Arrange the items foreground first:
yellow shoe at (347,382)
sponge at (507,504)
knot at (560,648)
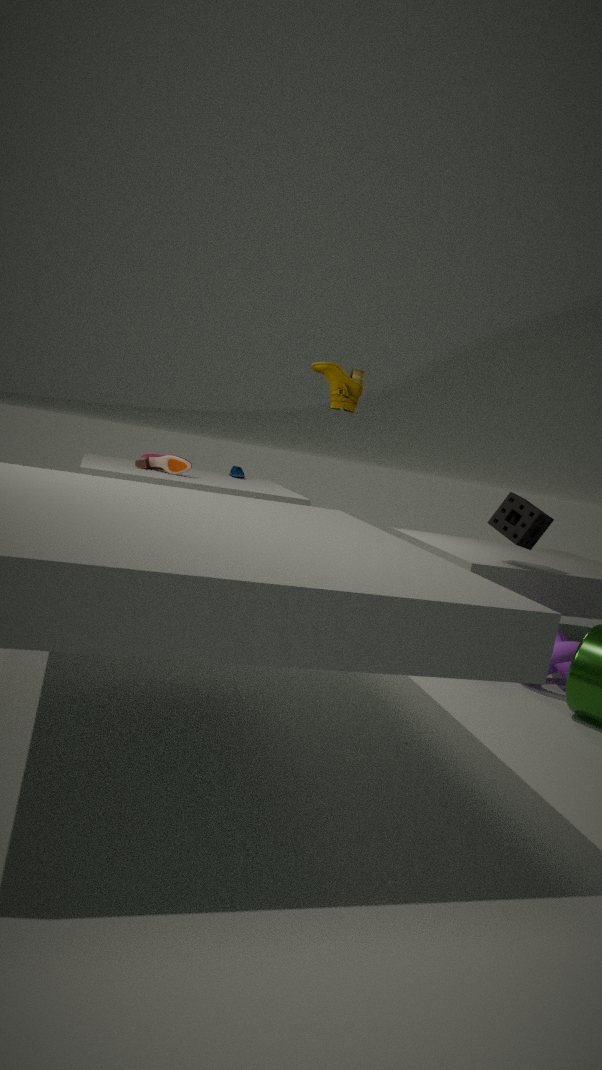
knot at (560,648), yellow shoe at (347,382), sponge at (507,504)
